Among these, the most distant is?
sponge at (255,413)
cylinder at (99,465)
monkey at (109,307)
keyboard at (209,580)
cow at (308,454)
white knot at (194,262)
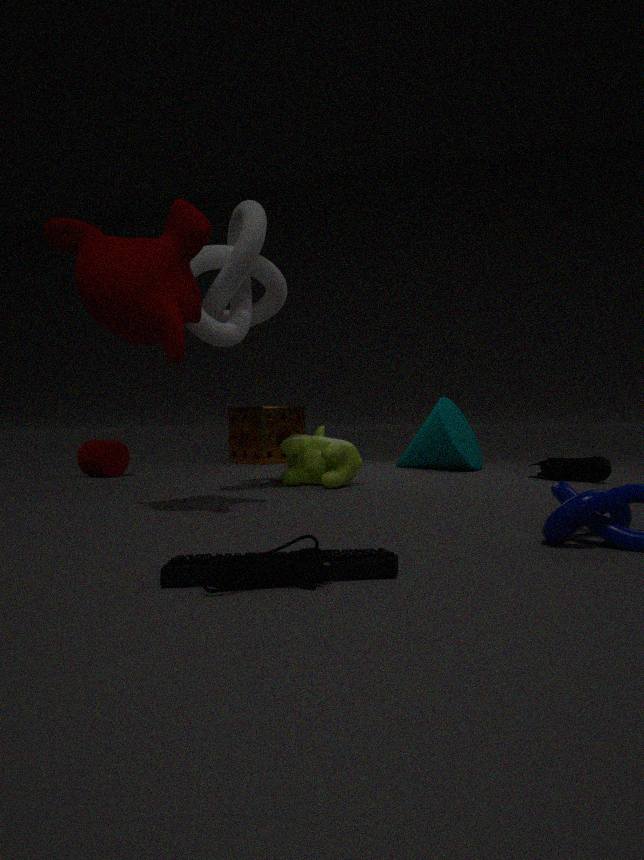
sponge at (255,413)
